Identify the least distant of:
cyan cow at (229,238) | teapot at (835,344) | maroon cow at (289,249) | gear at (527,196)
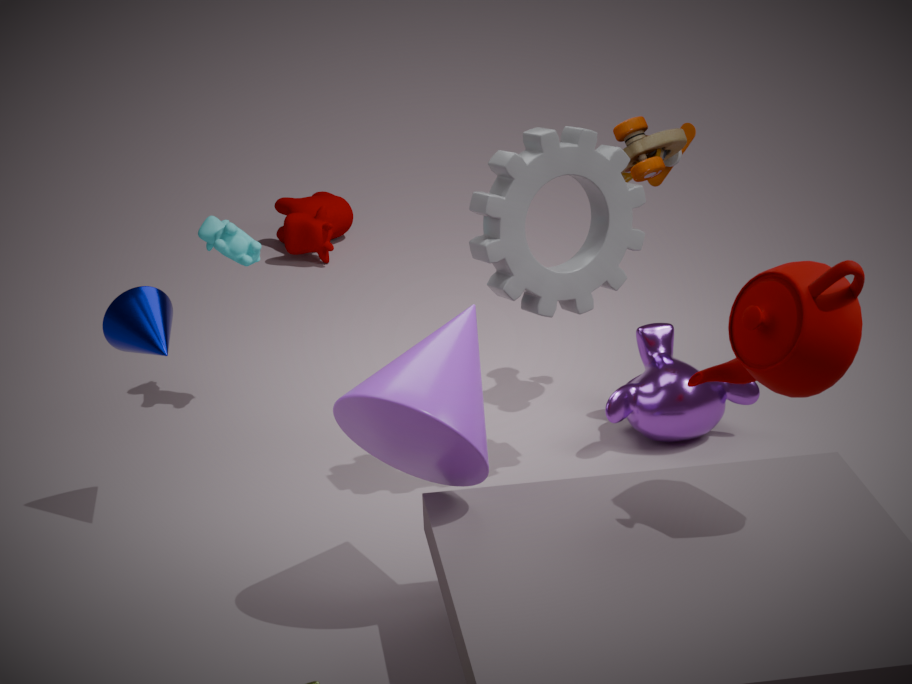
teapot at (835,344)
